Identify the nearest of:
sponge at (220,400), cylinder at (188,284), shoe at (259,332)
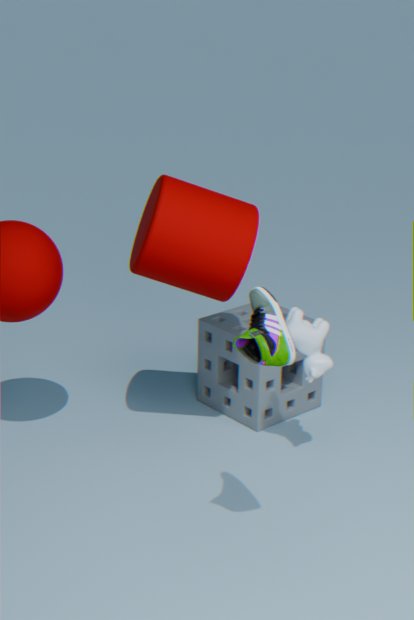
shoe at (259,332)
